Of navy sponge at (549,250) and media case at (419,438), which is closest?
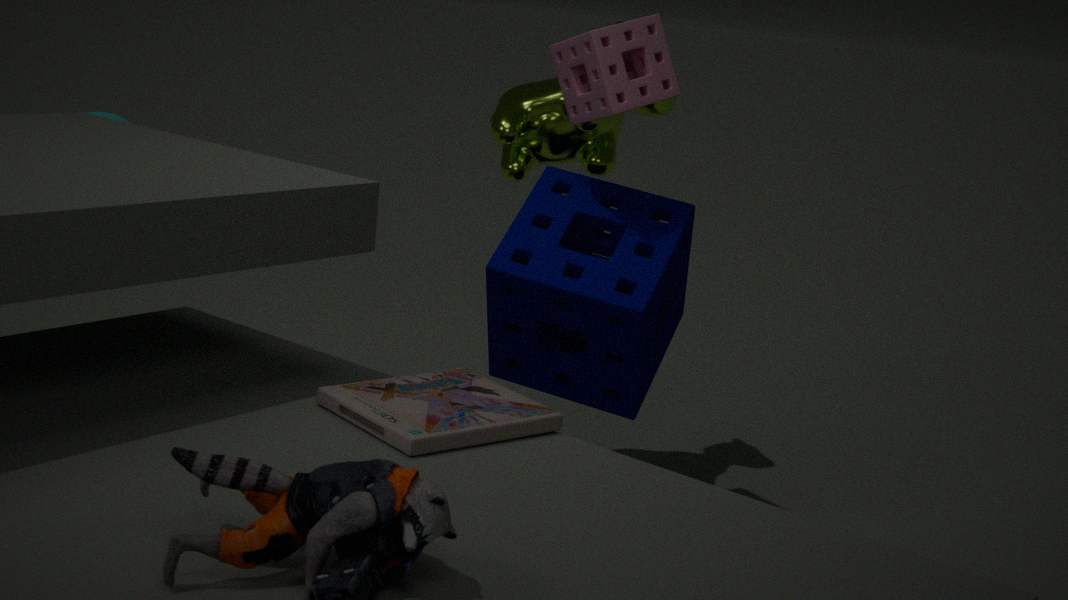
media case at (419,438)
